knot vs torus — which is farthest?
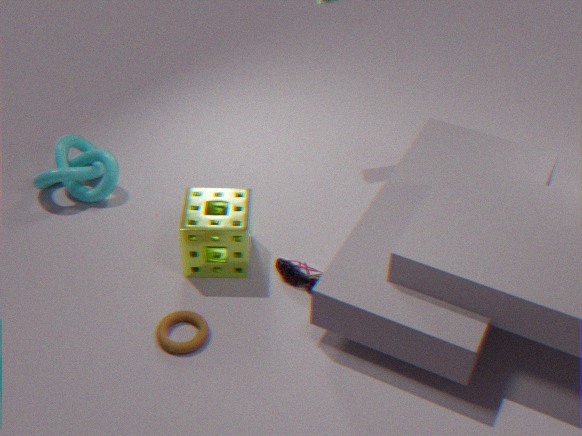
knot
